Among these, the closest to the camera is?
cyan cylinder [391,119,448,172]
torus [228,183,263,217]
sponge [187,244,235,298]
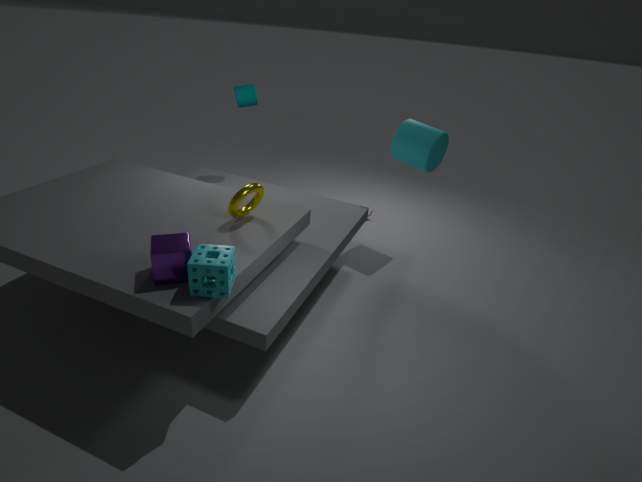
sponge [187,244,235,298]
